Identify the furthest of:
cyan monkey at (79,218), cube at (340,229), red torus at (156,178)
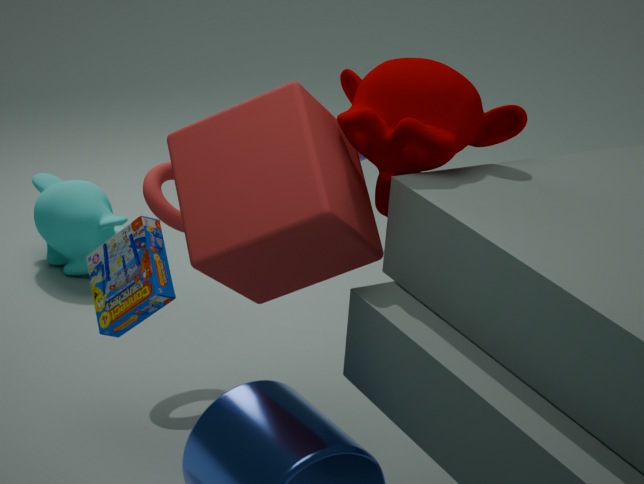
cyan monkey at (79,218)
